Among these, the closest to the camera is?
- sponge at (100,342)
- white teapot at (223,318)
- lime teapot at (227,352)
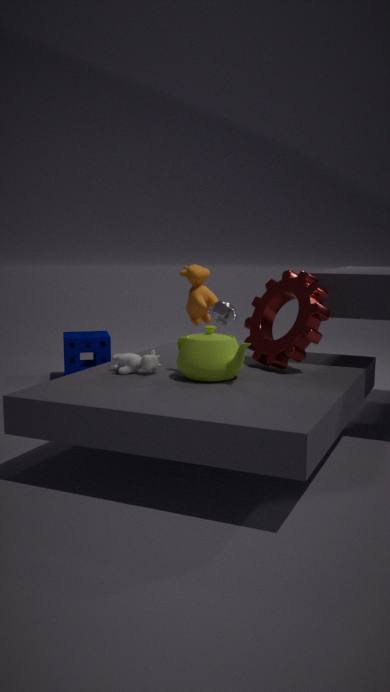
lime teapot at (227,352)
